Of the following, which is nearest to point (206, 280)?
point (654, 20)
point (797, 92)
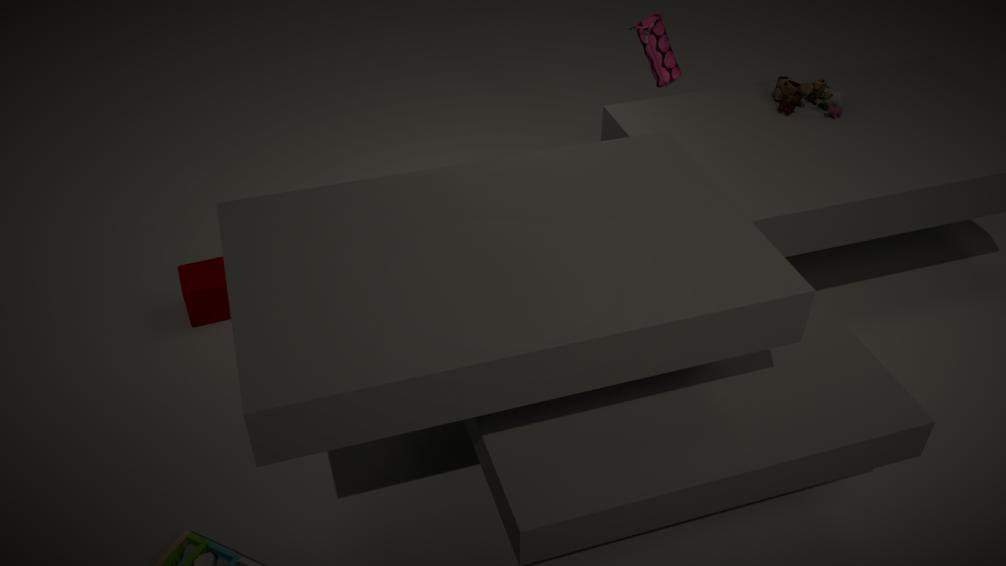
point (654, 20)
